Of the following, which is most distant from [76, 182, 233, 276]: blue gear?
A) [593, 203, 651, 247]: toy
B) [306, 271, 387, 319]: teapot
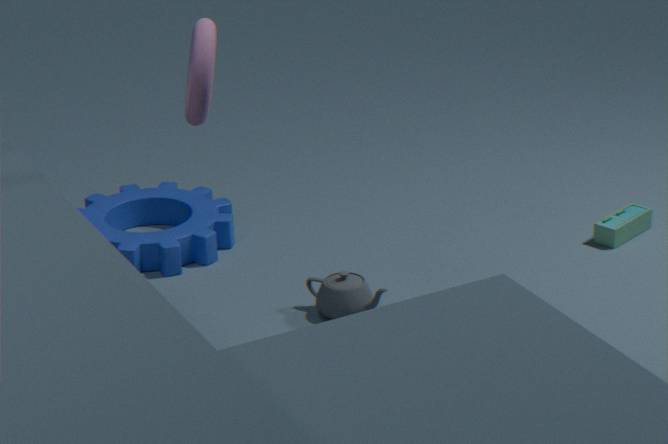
[593, 203, 651, 247]: toy
